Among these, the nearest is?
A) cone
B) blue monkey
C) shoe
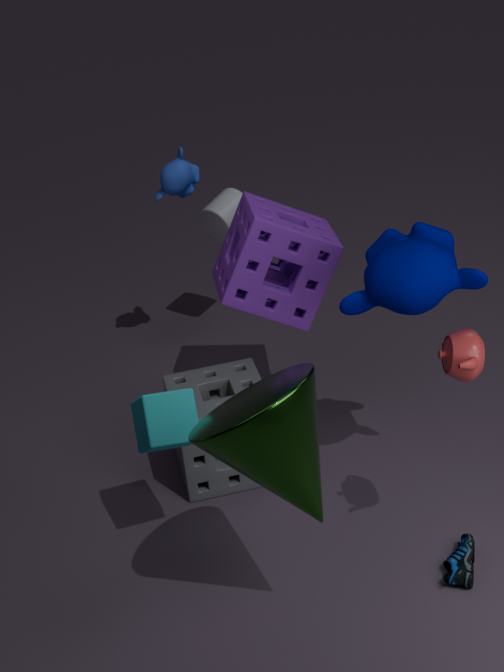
cone
